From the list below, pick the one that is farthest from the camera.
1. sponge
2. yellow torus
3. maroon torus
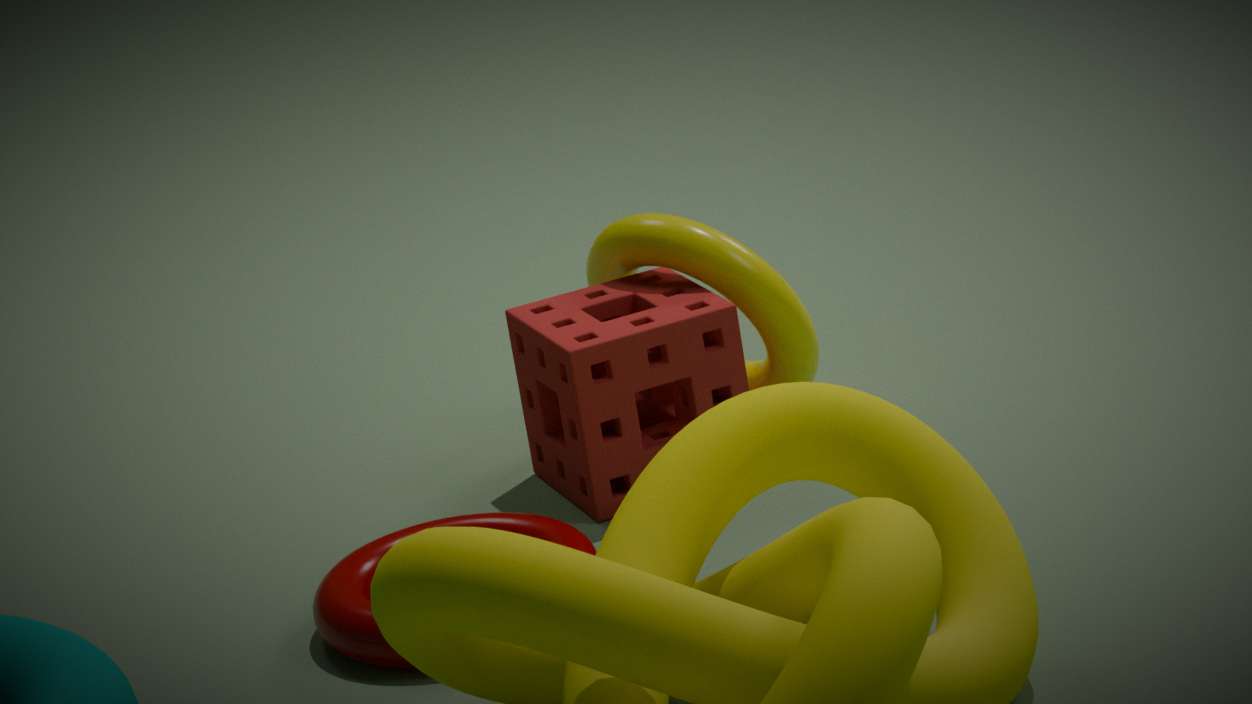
yellow torus
